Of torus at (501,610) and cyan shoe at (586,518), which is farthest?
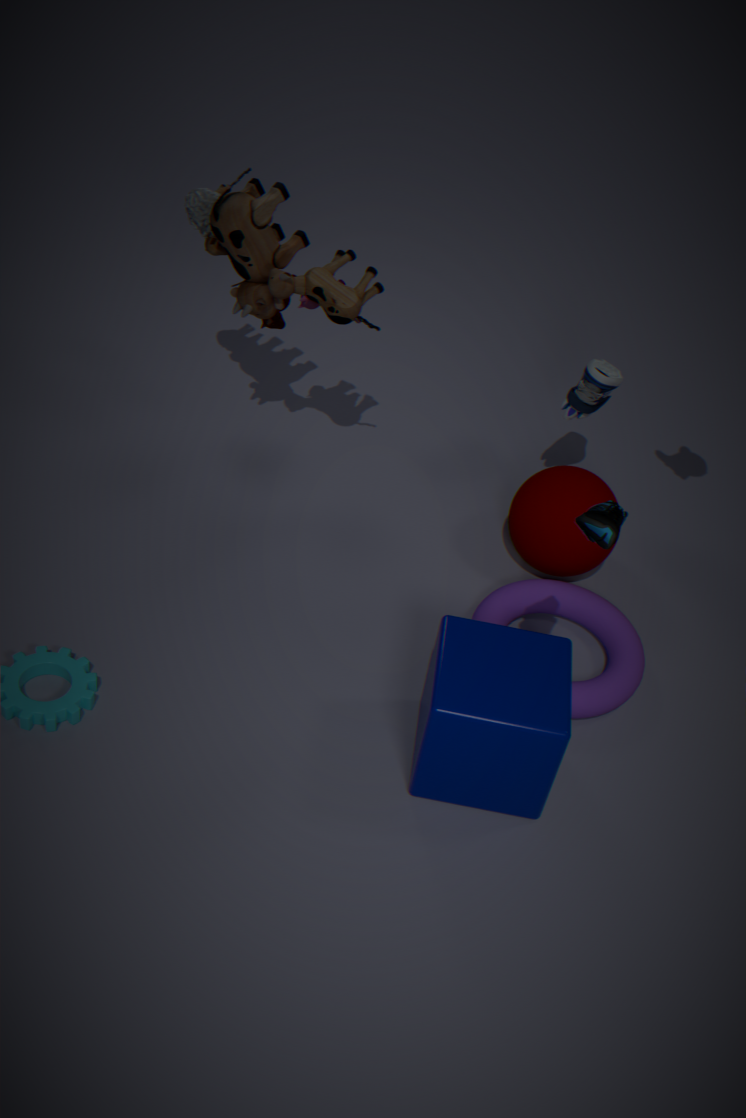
torus at (501,610)
